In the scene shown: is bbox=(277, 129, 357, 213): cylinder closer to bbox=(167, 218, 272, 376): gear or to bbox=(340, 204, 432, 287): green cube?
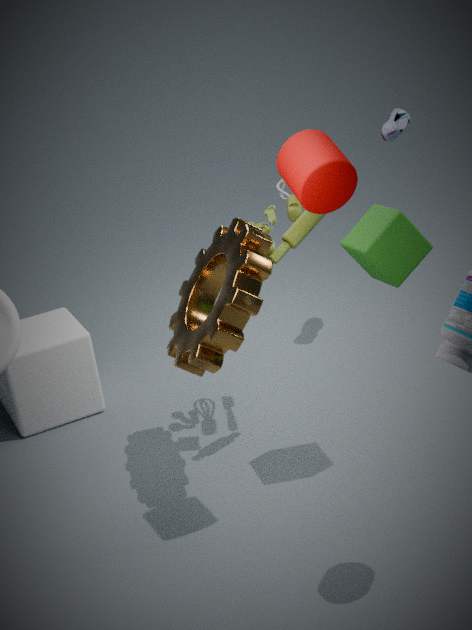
bbox=(340, 204, 432, 287): green cube
